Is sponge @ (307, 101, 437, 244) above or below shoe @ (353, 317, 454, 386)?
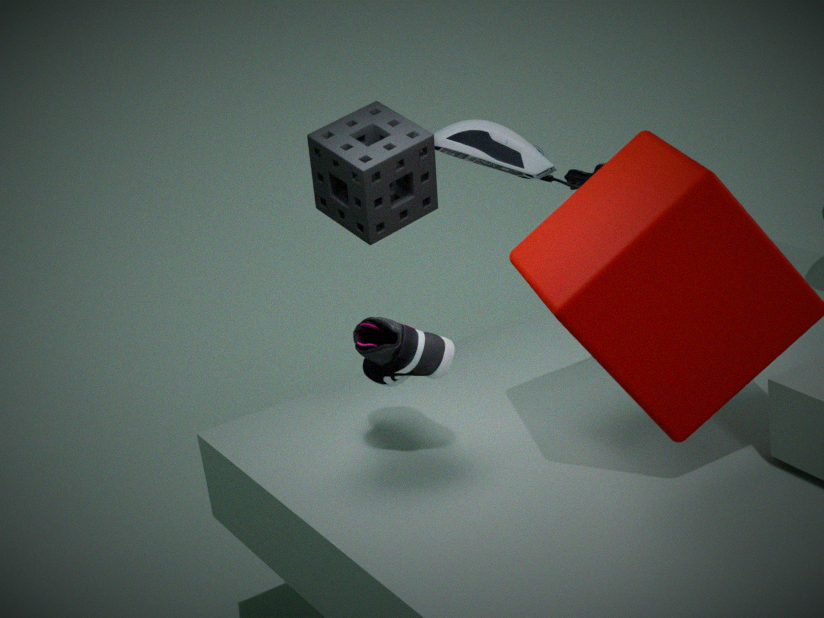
above
